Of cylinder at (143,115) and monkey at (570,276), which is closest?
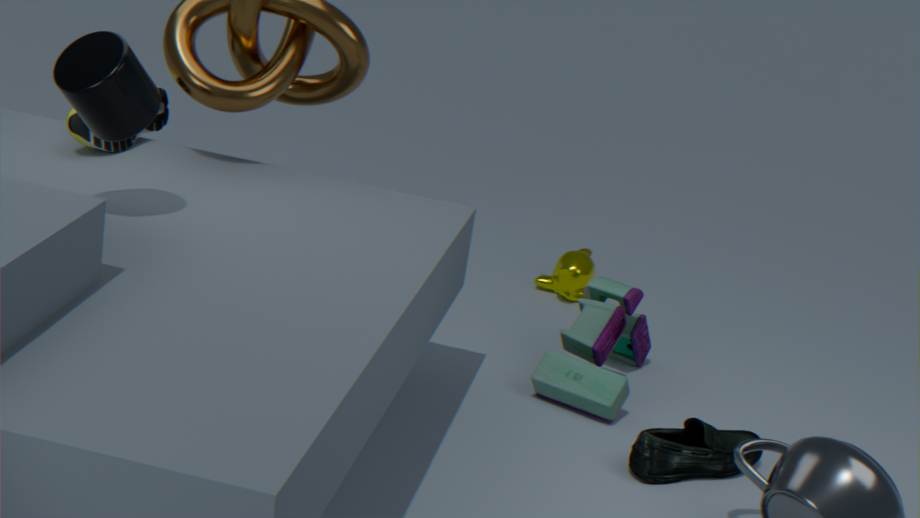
cylinder at (143,115)
